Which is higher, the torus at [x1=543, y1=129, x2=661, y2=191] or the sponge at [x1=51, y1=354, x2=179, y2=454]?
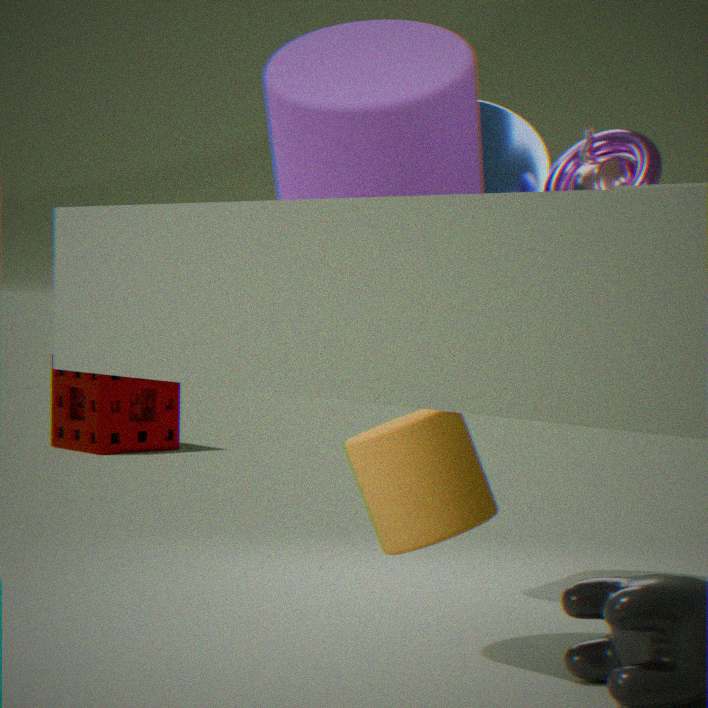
the torus at [x1=543, y1=129, x2=661, y2=191]
